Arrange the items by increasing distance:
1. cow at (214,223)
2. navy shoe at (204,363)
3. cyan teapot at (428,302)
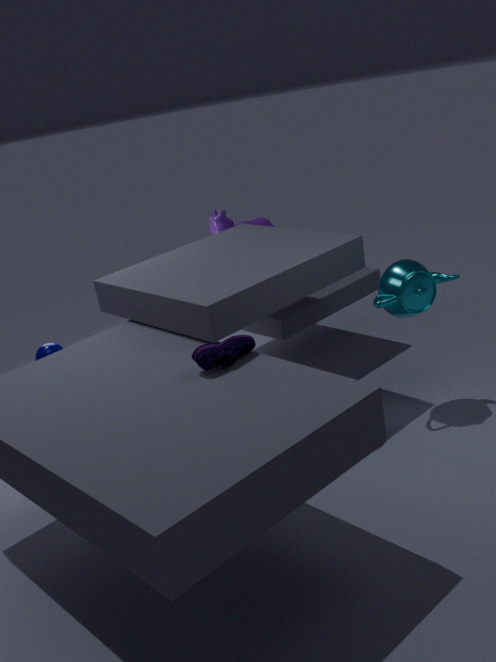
navy shoe at (204,363) < cyan teapot at (428,302) < cow at (214,223)
